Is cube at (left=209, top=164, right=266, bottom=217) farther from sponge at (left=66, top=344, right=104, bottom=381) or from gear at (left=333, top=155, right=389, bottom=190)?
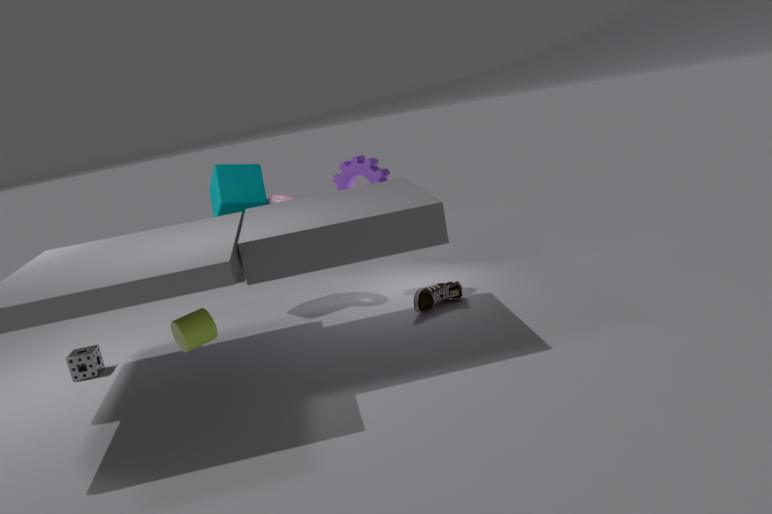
sponge at (left=66, top=344, right=104, bottom=381)
